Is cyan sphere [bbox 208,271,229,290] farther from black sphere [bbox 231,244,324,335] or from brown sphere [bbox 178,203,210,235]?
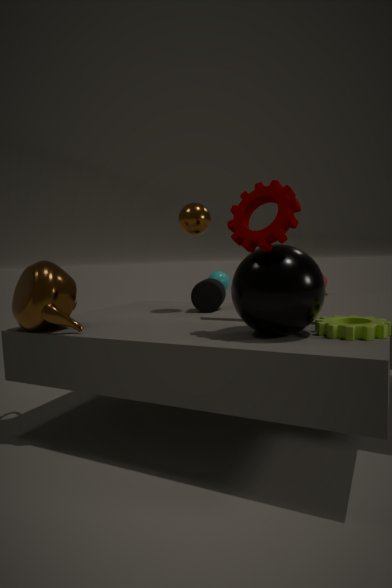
black sphere [bbox 231,244,324,335]
